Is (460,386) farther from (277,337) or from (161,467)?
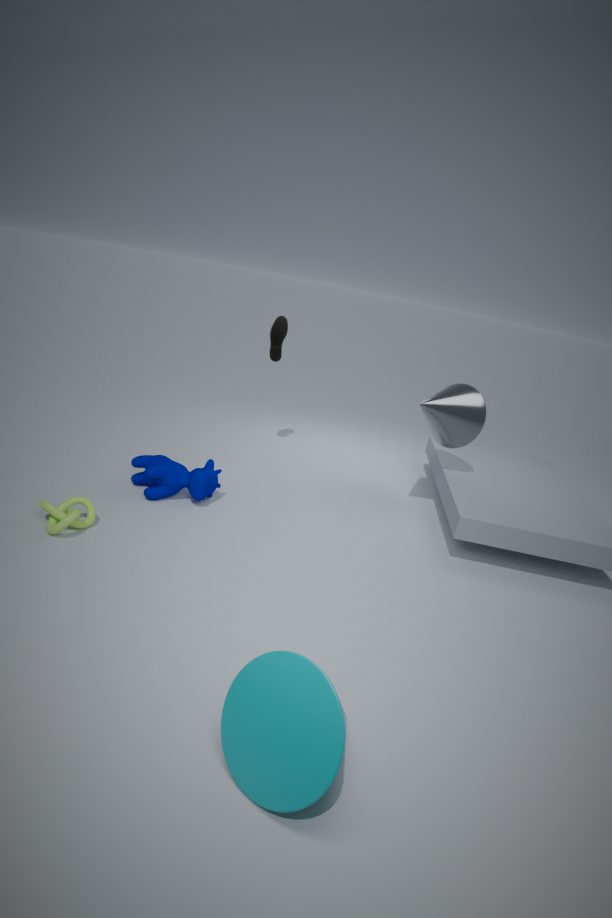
(161,467)
